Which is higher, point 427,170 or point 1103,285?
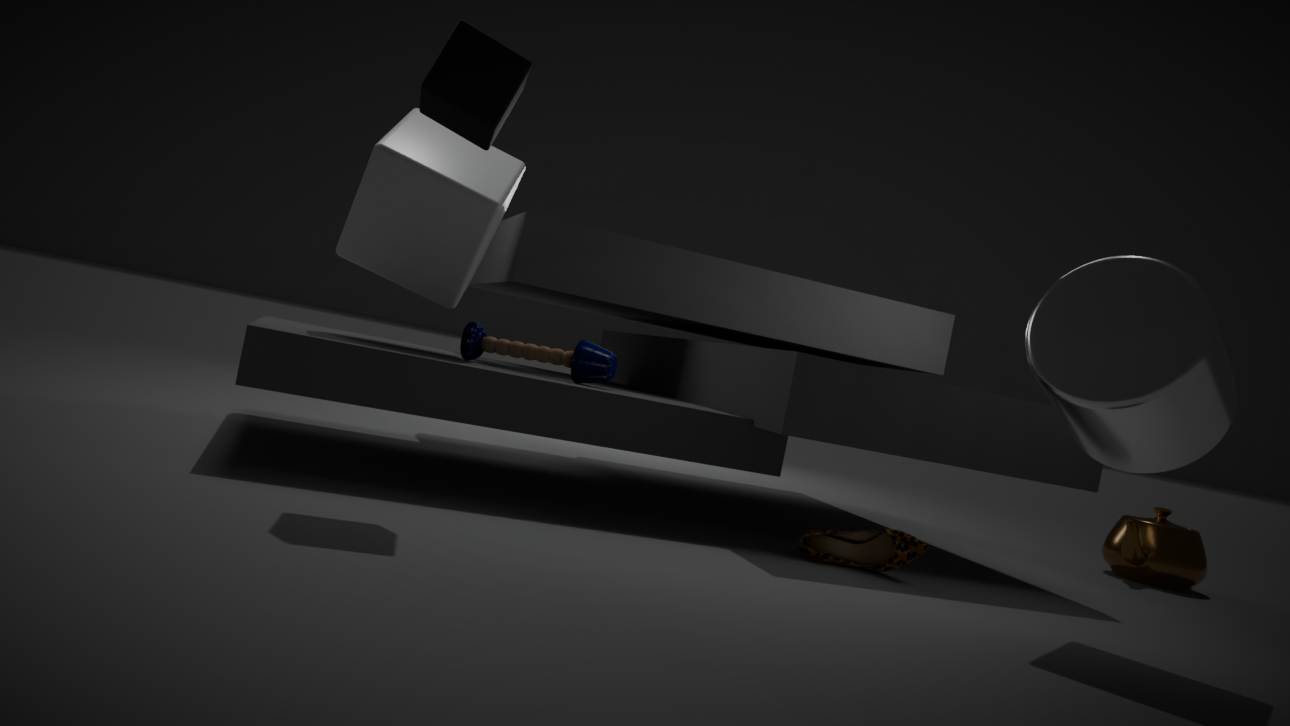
point 427,170
